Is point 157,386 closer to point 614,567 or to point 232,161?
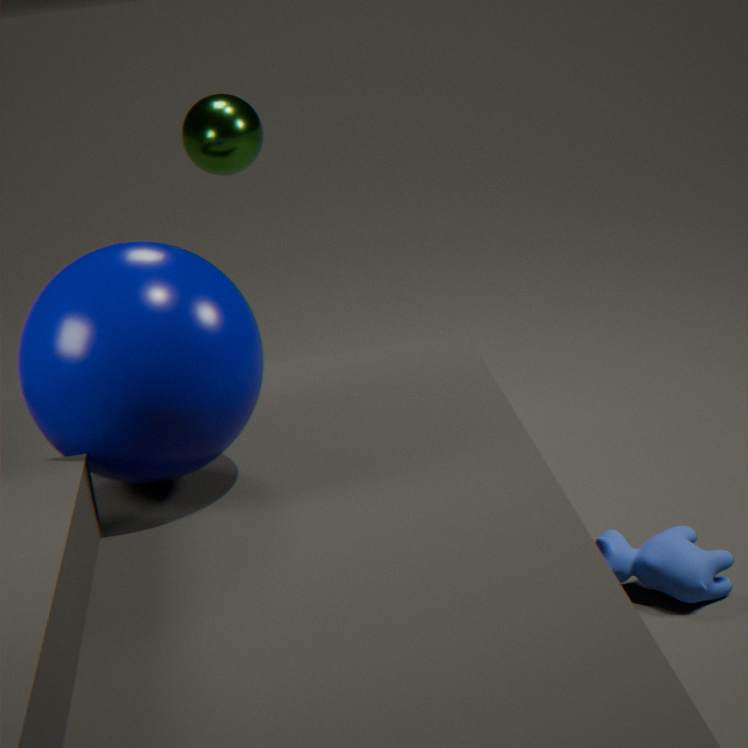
point 614,567
